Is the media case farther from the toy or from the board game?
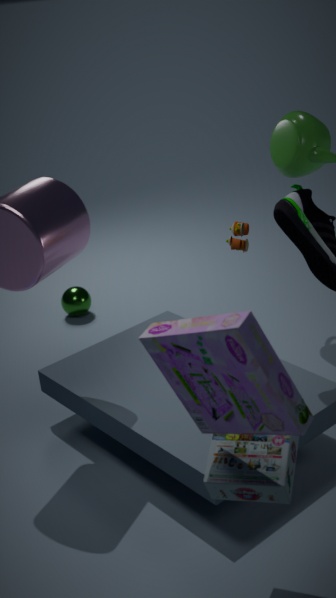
the toy
